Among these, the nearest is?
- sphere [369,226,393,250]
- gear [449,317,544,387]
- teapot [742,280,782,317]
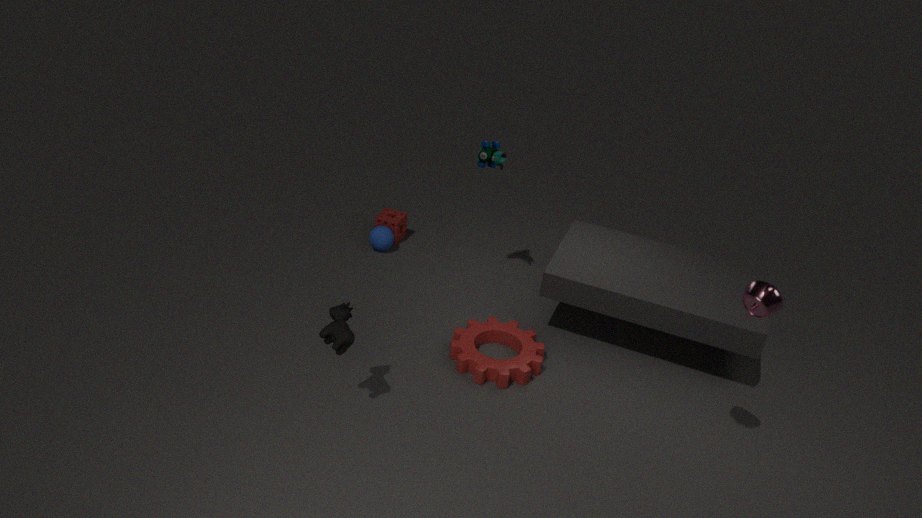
teapot [742,280,782,317]
